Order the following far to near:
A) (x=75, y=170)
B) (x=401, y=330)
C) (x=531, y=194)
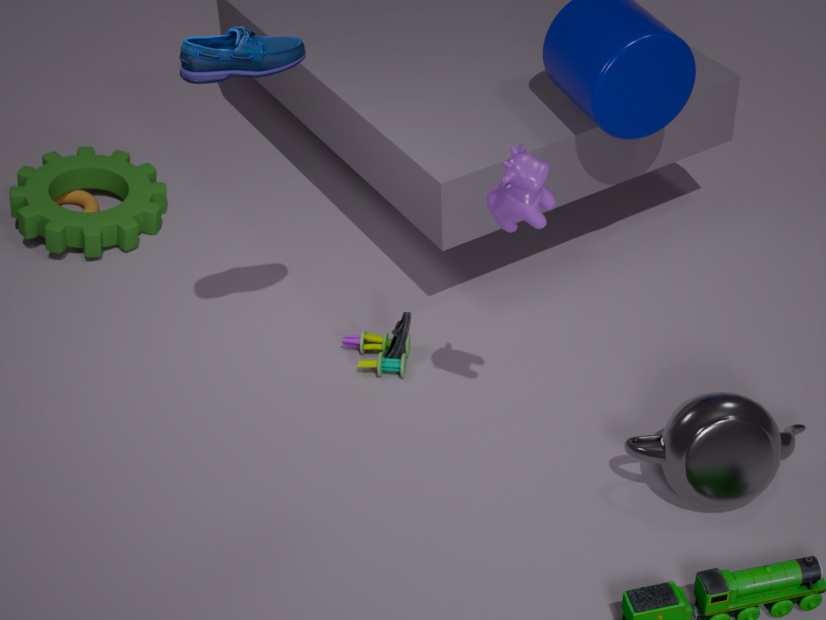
(x=75, y=170), (x=401, y=330), (x=531, y=194)
